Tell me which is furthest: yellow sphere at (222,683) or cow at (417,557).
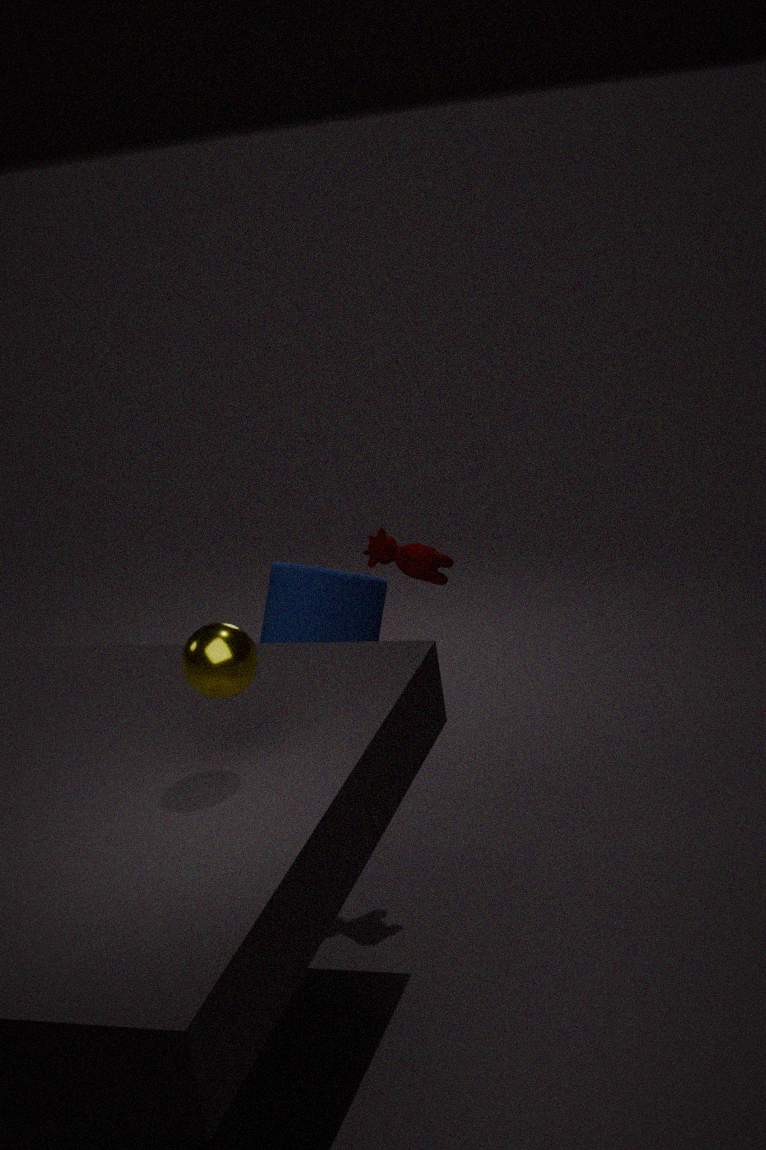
cow at (417,557)
